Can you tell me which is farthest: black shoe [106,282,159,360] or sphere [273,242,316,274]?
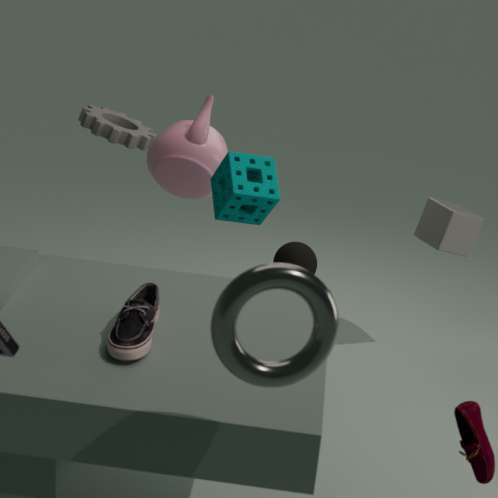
sphere [273,242,316,274]
